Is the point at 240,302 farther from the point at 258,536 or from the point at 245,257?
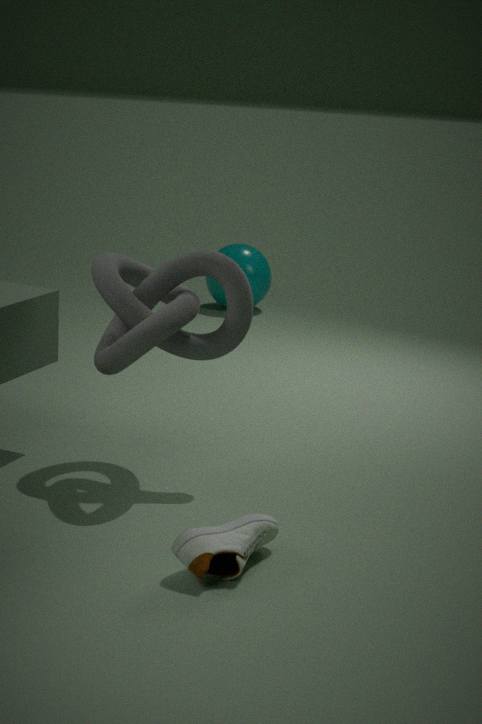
the point at 245,257
